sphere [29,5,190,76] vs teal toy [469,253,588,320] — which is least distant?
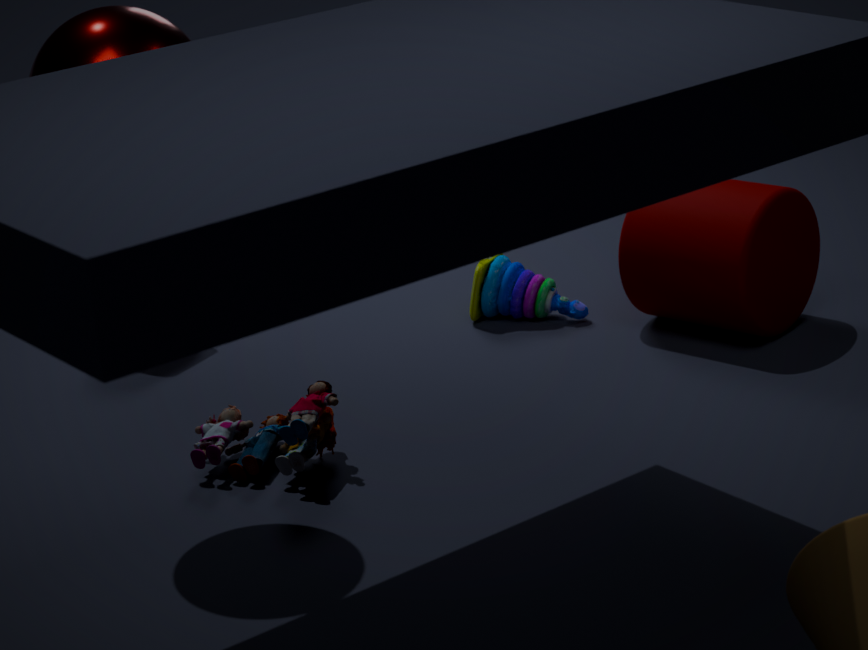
sphere [29,5,190,76]
